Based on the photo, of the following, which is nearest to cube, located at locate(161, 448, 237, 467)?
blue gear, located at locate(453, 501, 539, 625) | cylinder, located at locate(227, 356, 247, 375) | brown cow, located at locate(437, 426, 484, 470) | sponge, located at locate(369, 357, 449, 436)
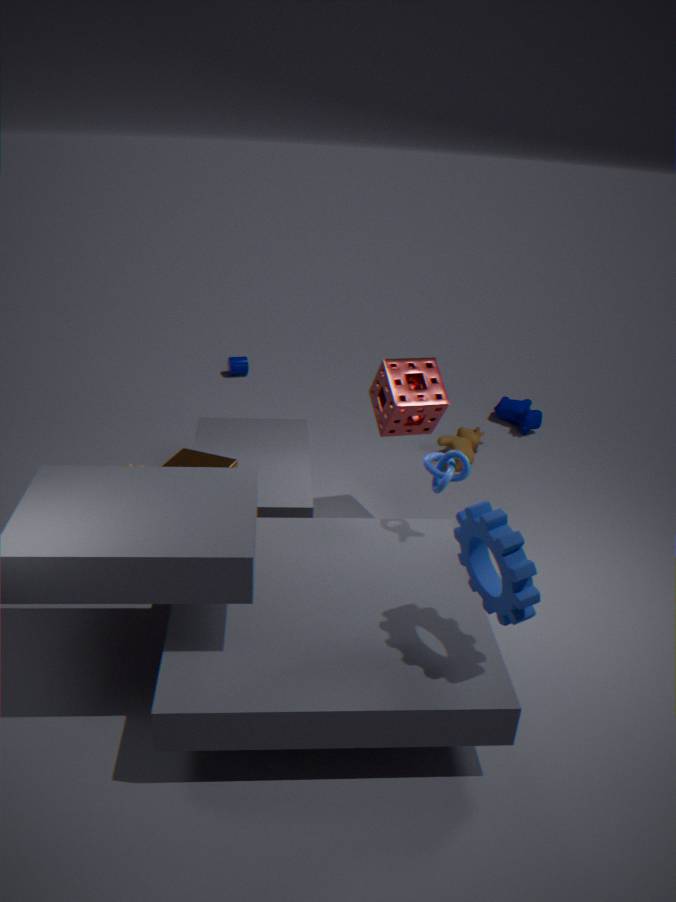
sponge, located at locate(369, 357, 449, 436)
